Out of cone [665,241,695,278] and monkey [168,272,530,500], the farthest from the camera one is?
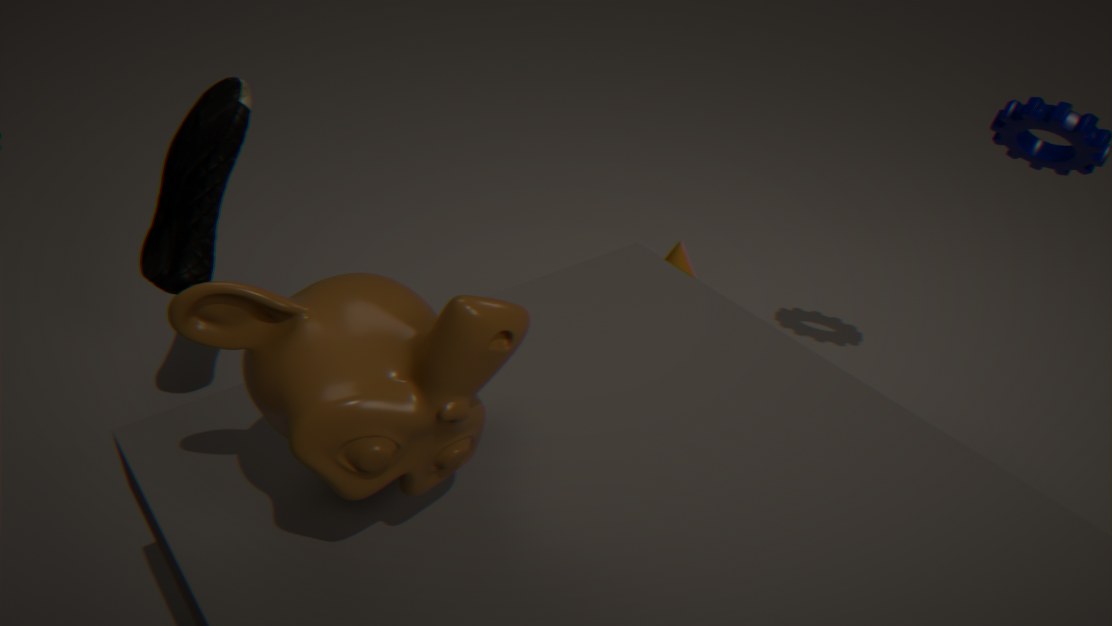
cone [665,241,695,278]
